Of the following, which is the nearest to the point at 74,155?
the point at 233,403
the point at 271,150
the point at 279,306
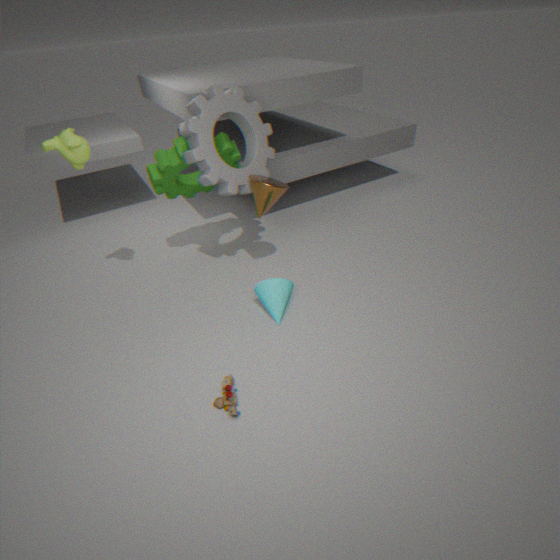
the point at 271,150
